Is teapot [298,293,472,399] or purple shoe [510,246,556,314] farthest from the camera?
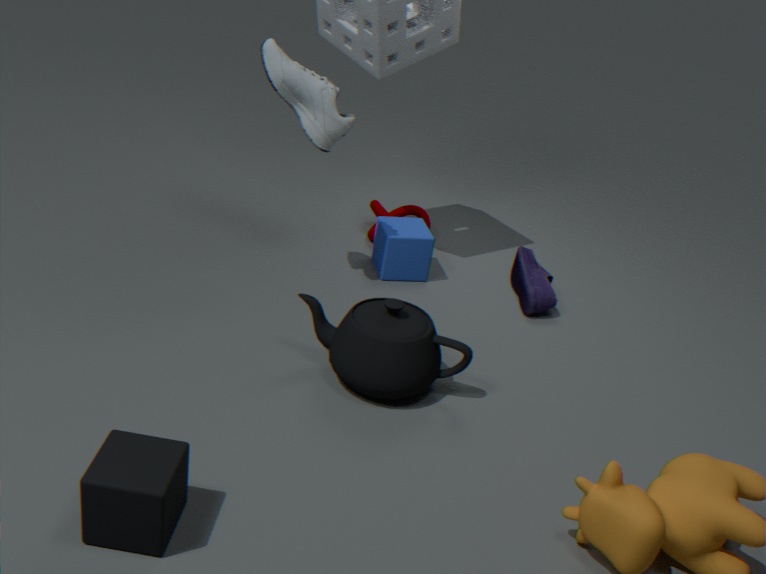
purple shoe [510,246,556,314]
